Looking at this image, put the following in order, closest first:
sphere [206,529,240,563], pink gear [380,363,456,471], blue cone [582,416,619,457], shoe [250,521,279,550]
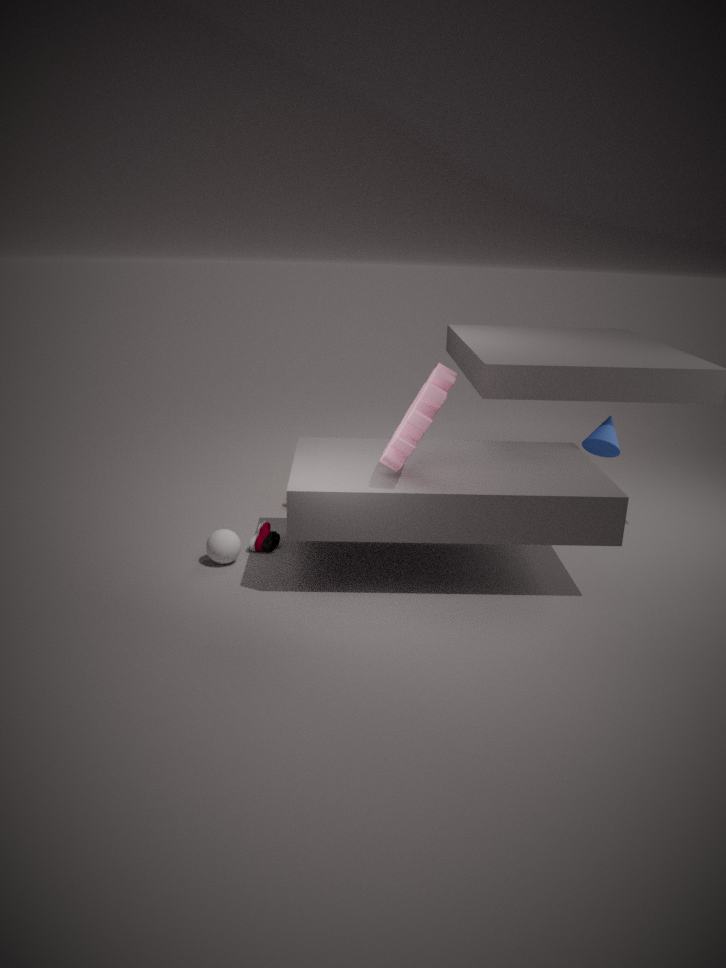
pink gear [380,363,456,471] → sphere [206,529,240,563] → shoe [250,521,279,550] → blue cone [582,416,619,457]
